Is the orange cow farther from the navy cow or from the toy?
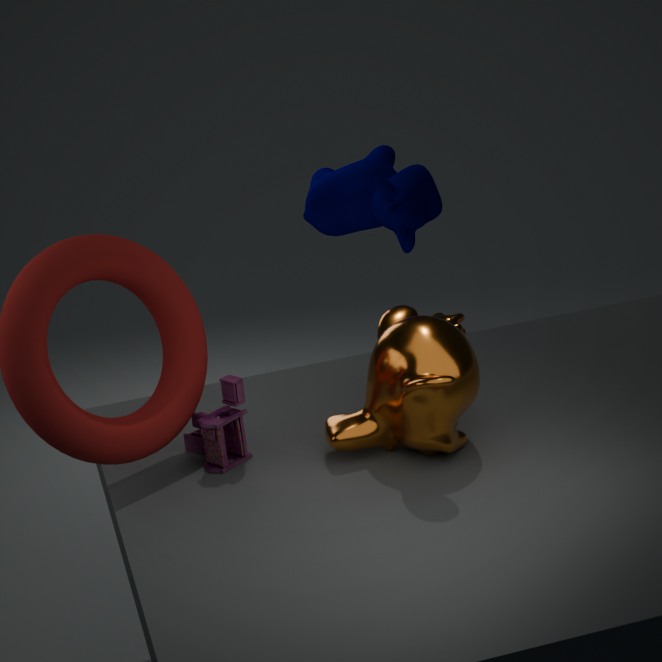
the toy
